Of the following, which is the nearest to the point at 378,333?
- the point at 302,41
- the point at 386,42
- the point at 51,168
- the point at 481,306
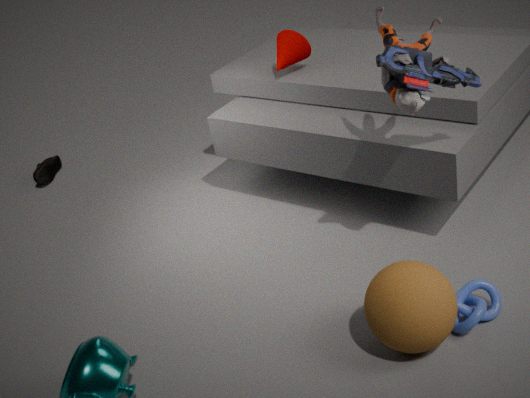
the point at 481,306
